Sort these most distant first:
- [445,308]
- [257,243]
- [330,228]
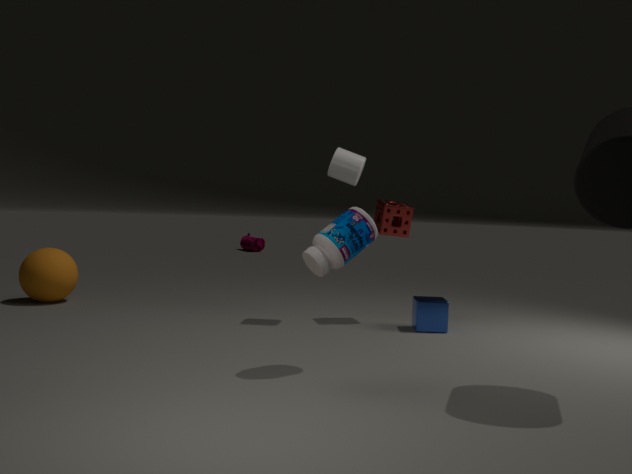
[257,243]
[445,308]
[330,228]
